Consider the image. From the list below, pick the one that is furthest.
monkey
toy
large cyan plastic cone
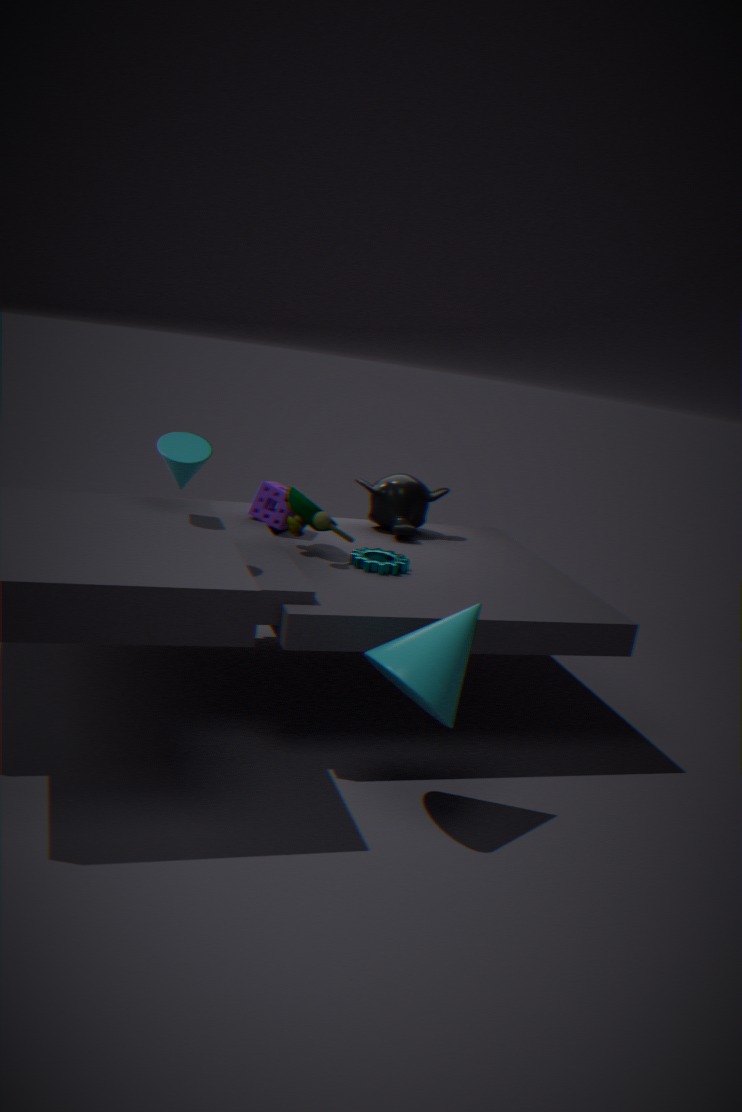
monkey
